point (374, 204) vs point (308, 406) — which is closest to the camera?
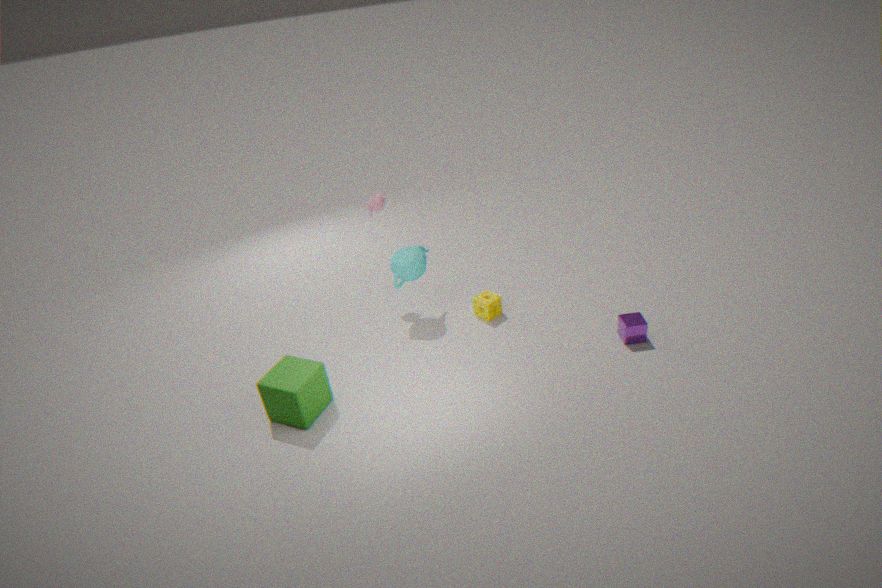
point (308, 406)
